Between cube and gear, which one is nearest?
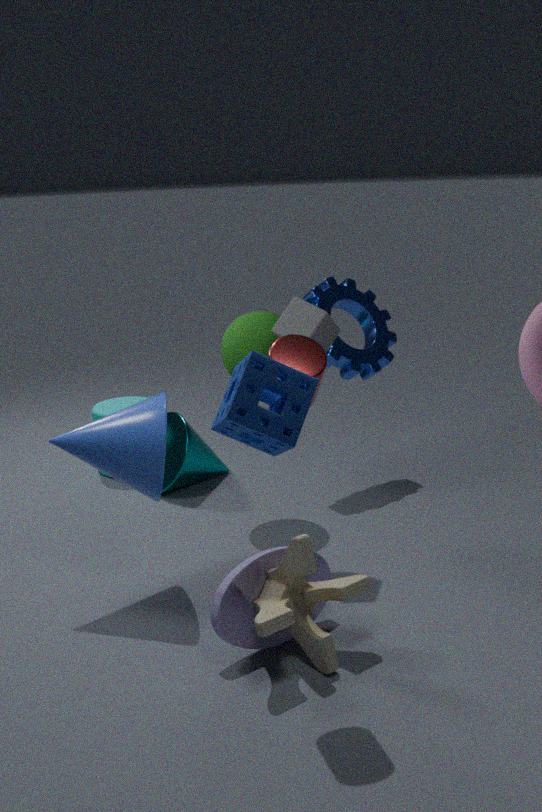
cube
